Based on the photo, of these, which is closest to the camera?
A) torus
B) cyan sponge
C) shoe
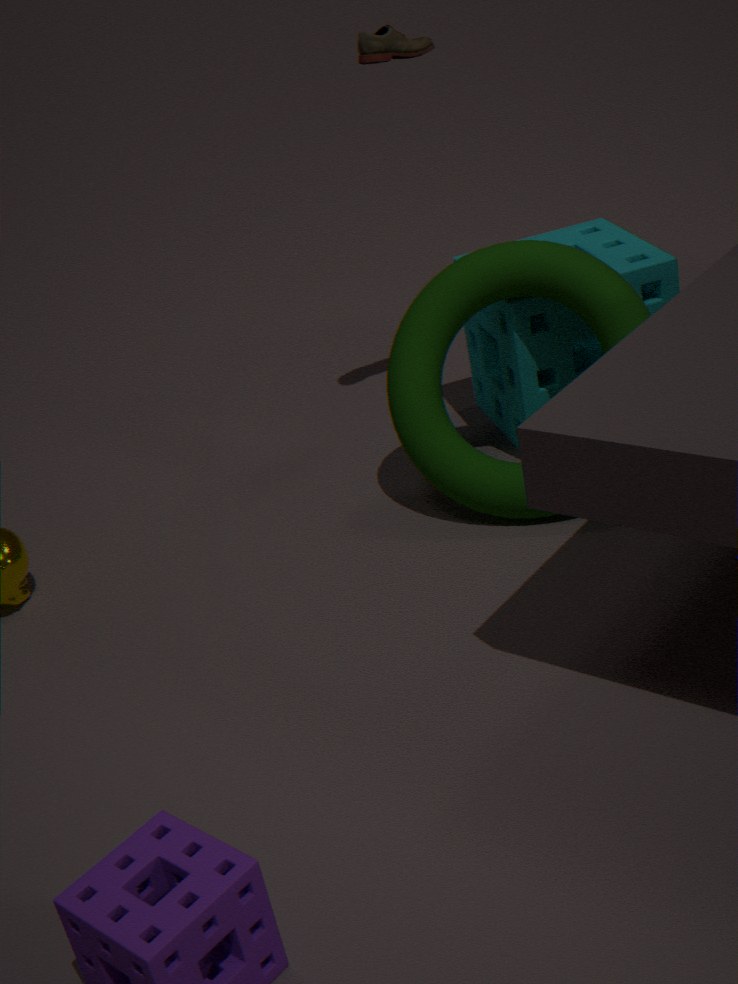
torus
